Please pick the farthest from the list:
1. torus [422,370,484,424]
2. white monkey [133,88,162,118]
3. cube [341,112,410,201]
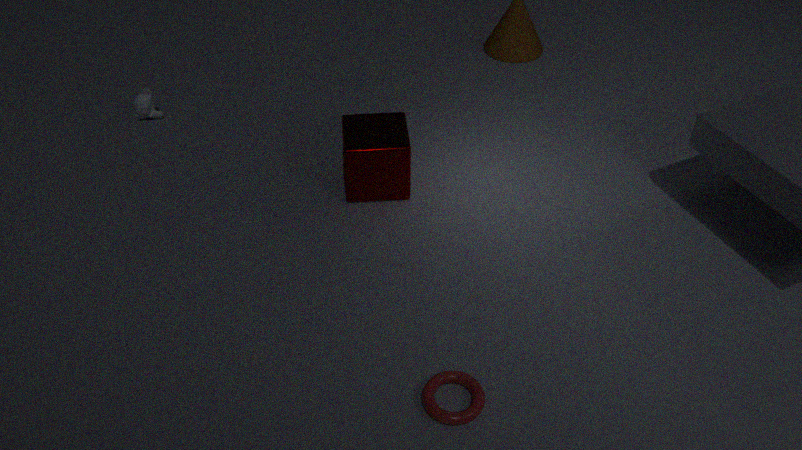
white monkey [133,88,162,118]
